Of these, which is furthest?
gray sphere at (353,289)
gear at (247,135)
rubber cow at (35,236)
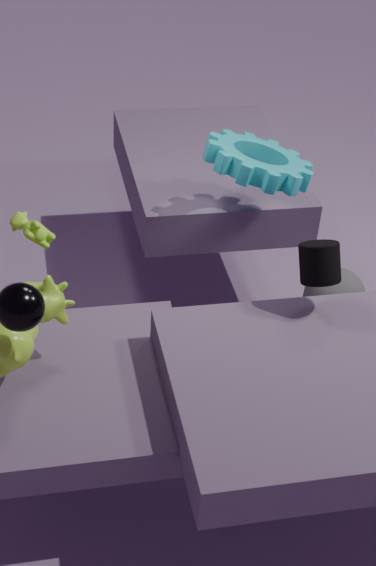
gray sphere at (353,289)
